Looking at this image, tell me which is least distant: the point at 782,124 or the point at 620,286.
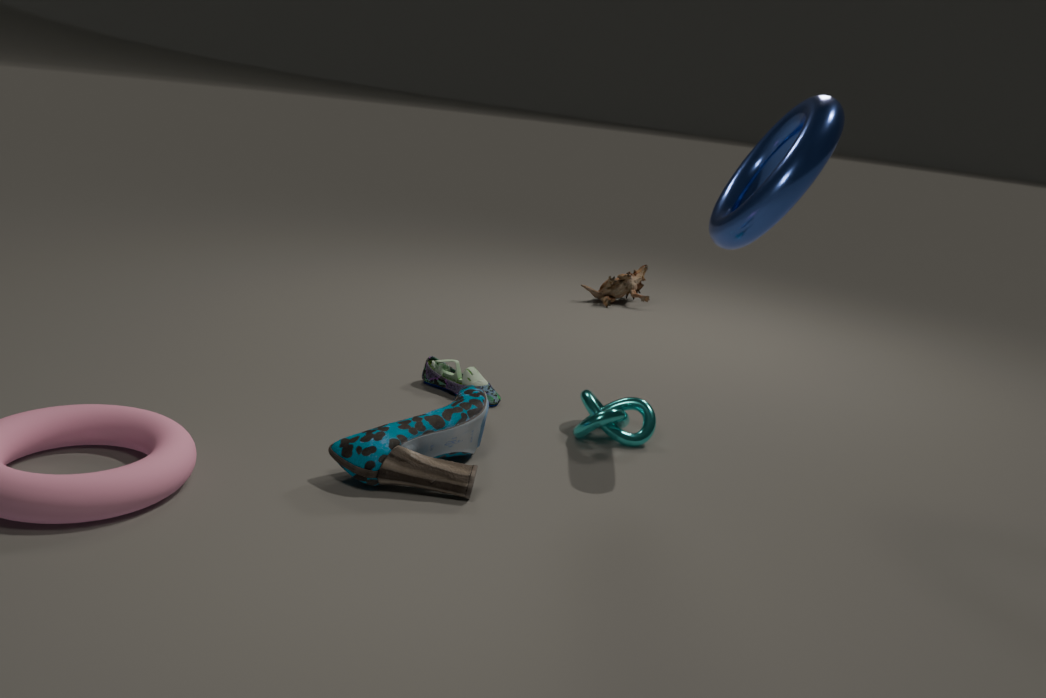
the point at 782,124
